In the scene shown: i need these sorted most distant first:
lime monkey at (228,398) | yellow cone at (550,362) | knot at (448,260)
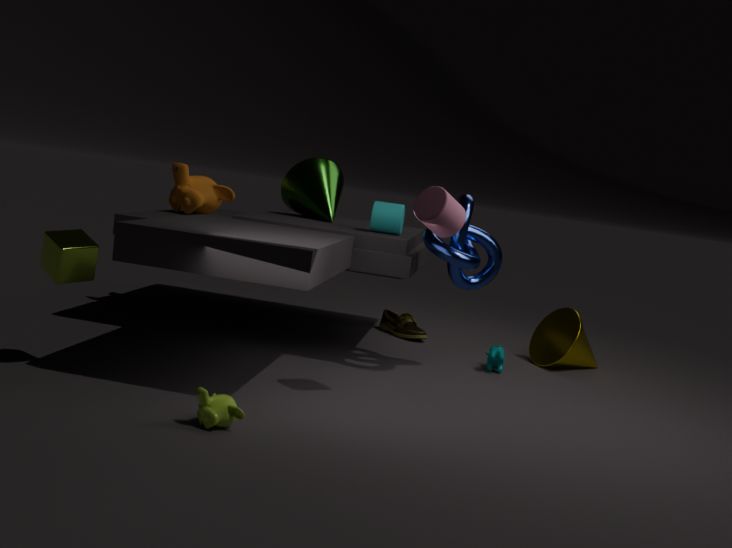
1. yellow cone at (550,362)
2. knot at (448,260)
3. lime monkey at (228,398)
